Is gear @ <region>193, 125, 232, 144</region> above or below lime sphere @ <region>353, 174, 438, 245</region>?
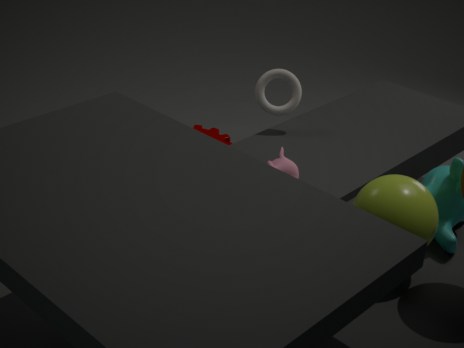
below
